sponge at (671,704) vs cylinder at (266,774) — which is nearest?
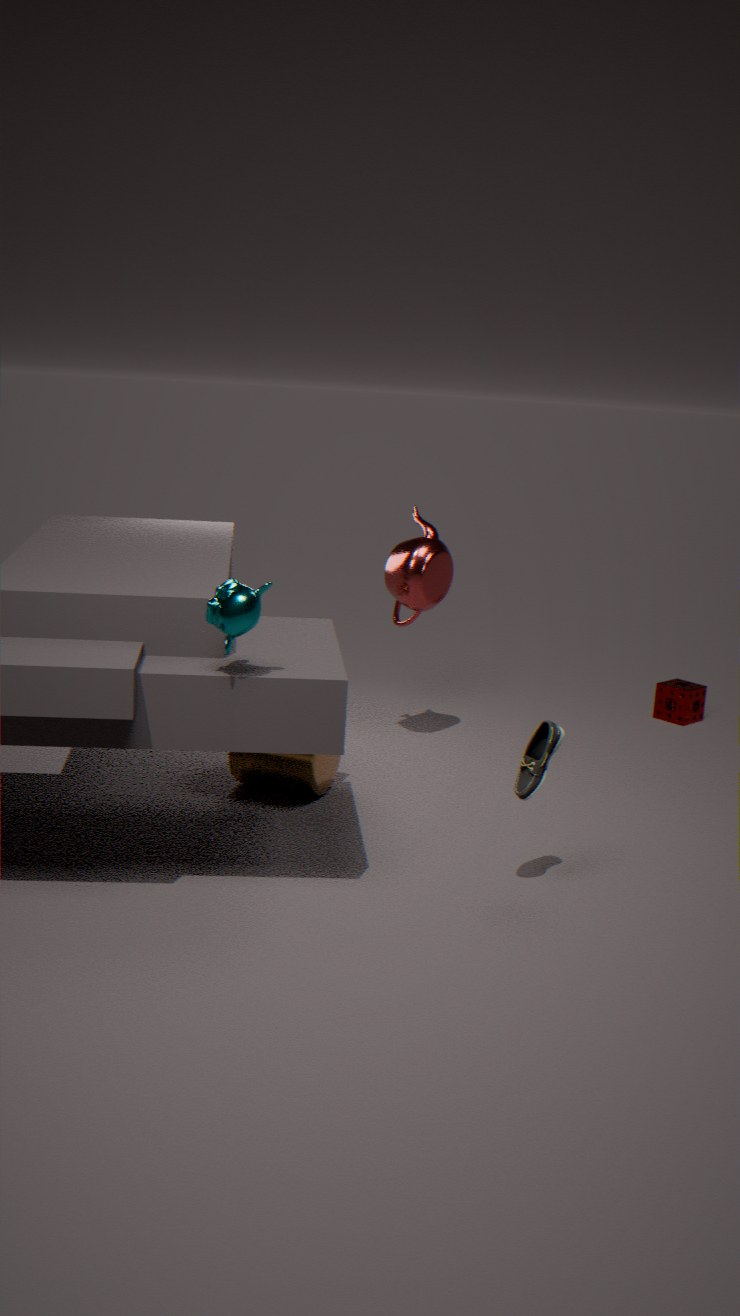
cylinder at (266,774)
